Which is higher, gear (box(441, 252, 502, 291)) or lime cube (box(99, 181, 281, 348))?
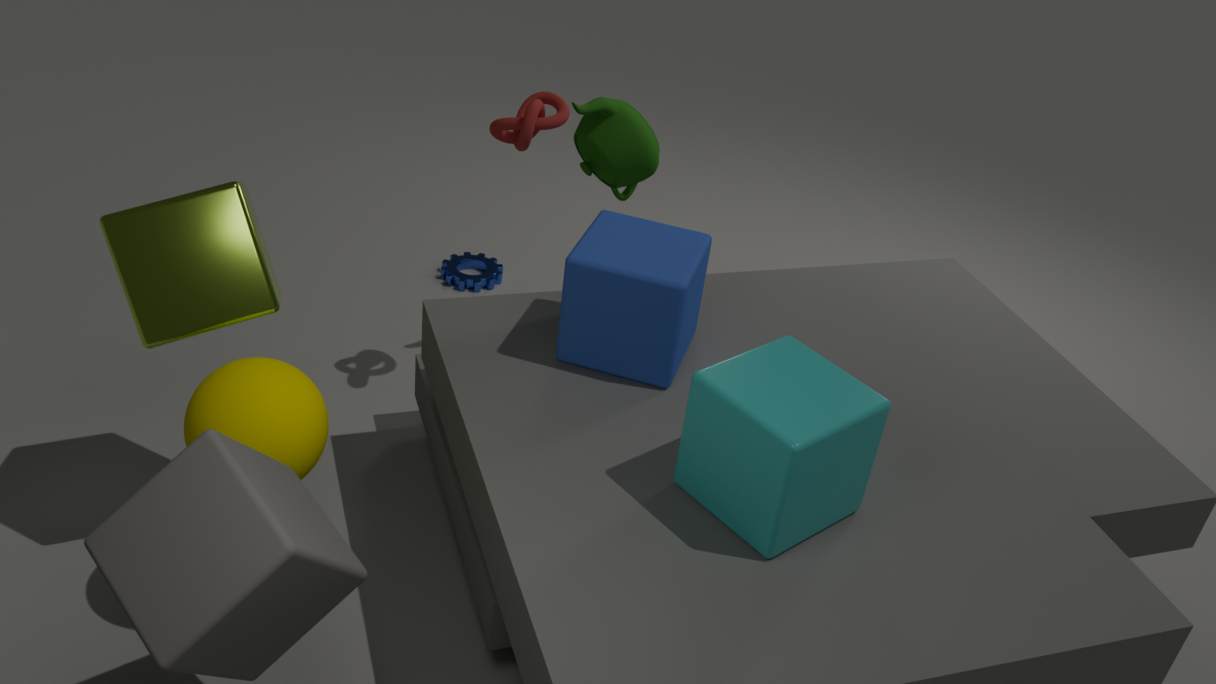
lime cube (box(99, 181, 281, 348))
